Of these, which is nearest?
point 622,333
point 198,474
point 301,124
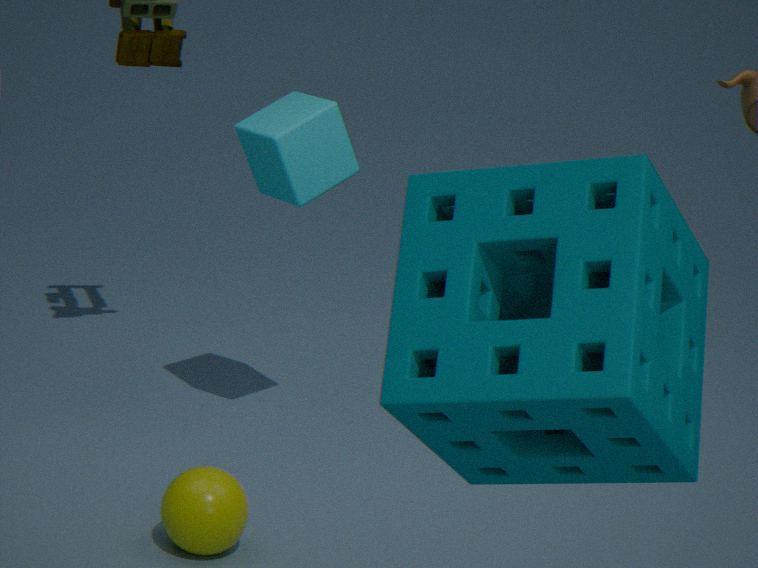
point 622,333
